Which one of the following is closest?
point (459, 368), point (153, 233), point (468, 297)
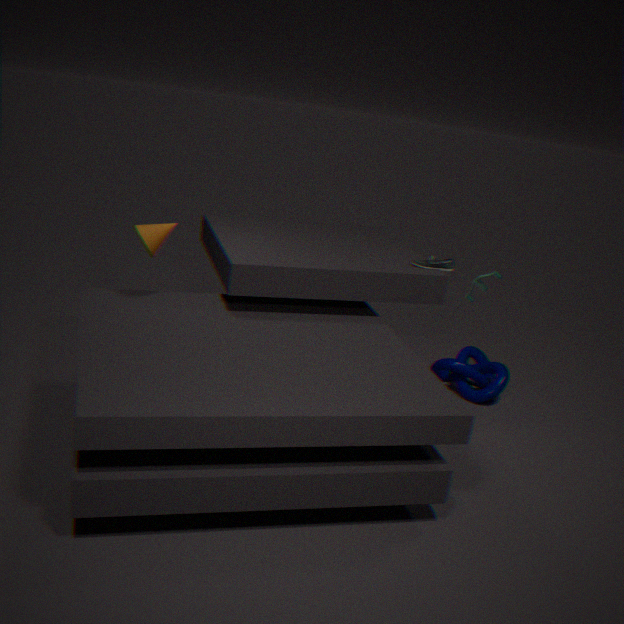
point (153, 233)
